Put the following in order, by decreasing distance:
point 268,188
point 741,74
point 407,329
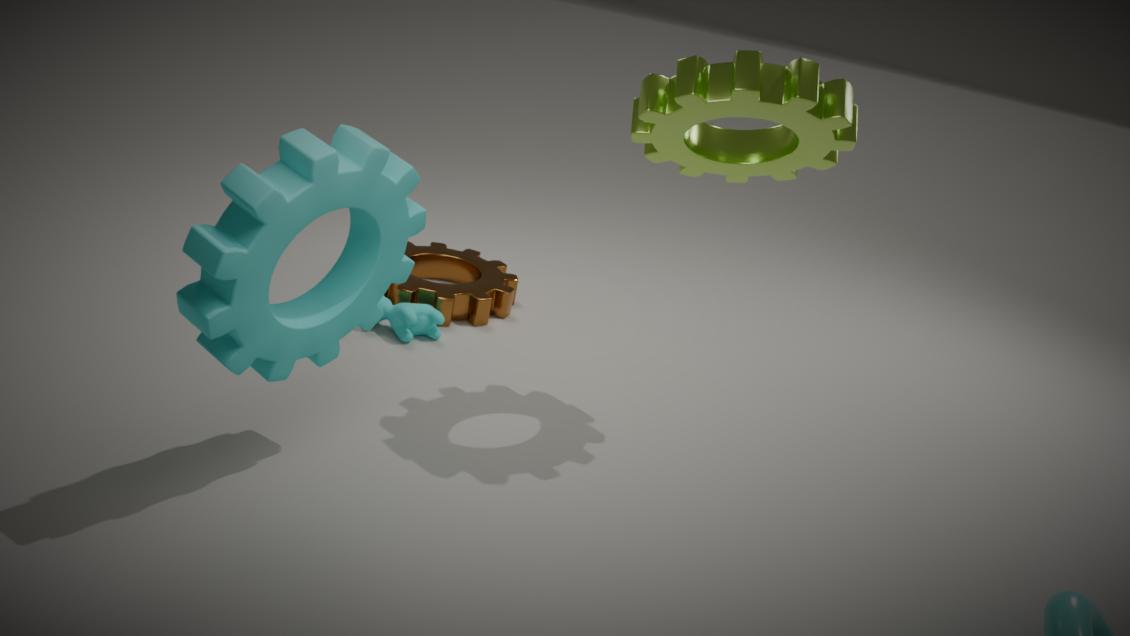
point 407,329
point 741,74
point 268,188
